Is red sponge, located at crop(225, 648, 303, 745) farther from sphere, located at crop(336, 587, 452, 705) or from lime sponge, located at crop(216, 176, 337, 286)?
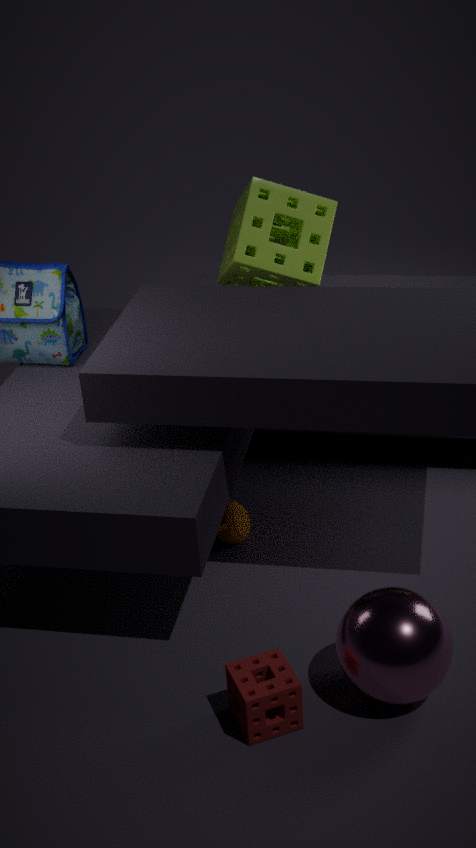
lime sponge, located at crop(216, 176, 337, 286)
